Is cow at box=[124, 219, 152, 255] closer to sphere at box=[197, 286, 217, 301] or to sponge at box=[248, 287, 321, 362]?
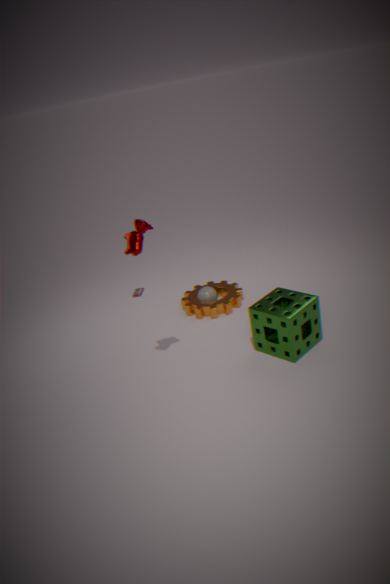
sponge at box=[248, 287, 321, 362]
